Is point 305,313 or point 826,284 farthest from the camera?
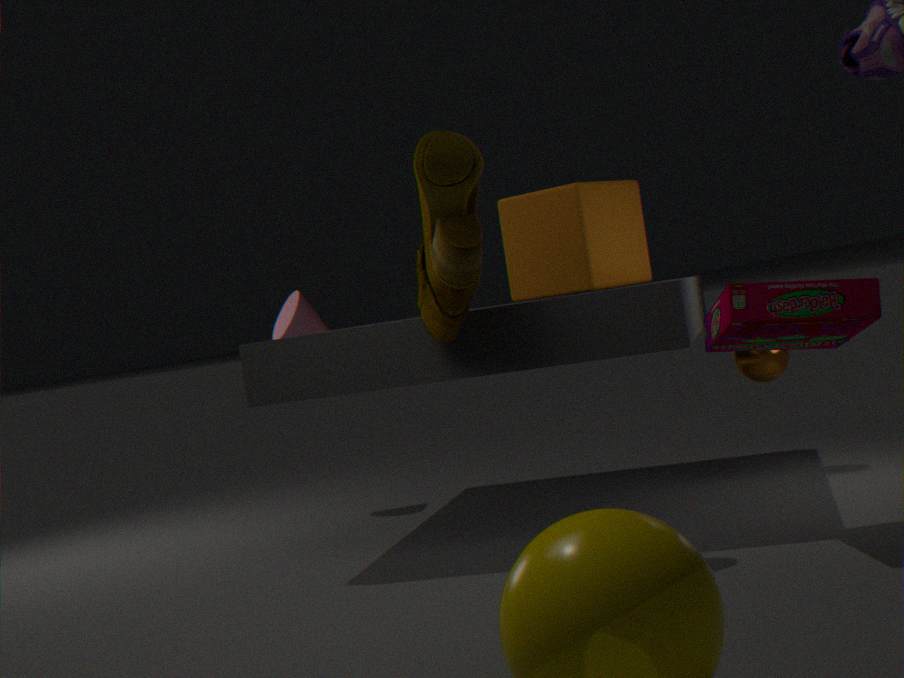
point 305,313
